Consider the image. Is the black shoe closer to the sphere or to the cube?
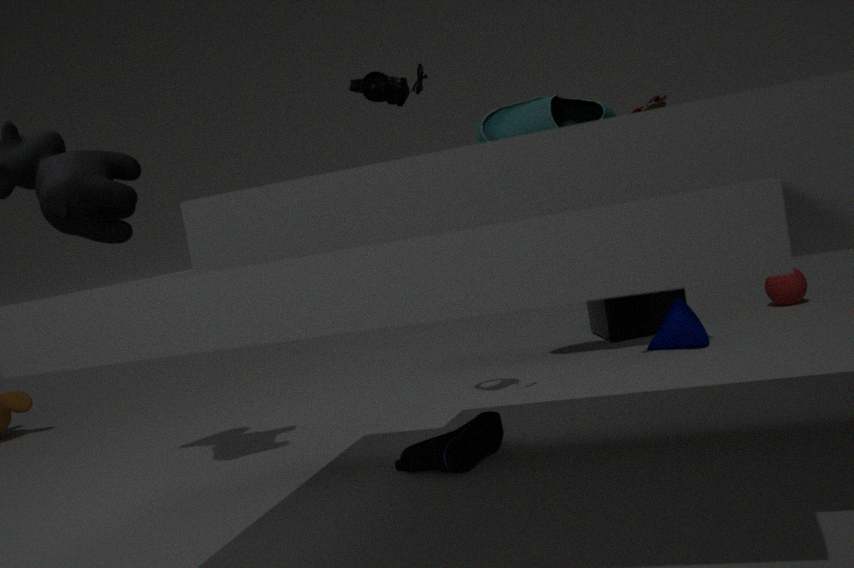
the cube
